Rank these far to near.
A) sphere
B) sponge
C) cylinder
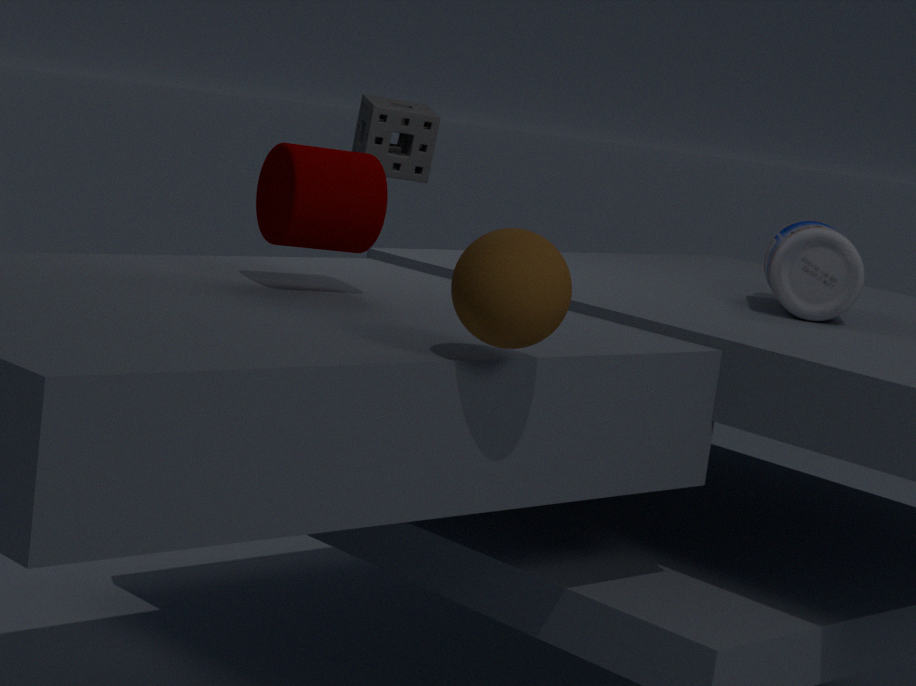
B. sponge, C. cylinder, A. sphere
